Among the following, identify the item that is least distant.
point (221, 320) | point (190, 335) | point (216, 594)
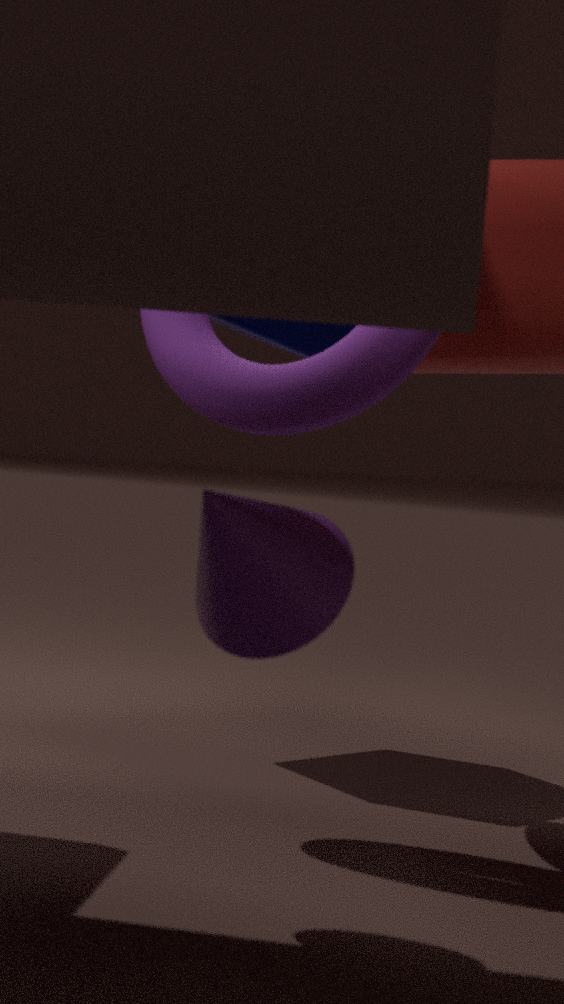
point (216, 594)
